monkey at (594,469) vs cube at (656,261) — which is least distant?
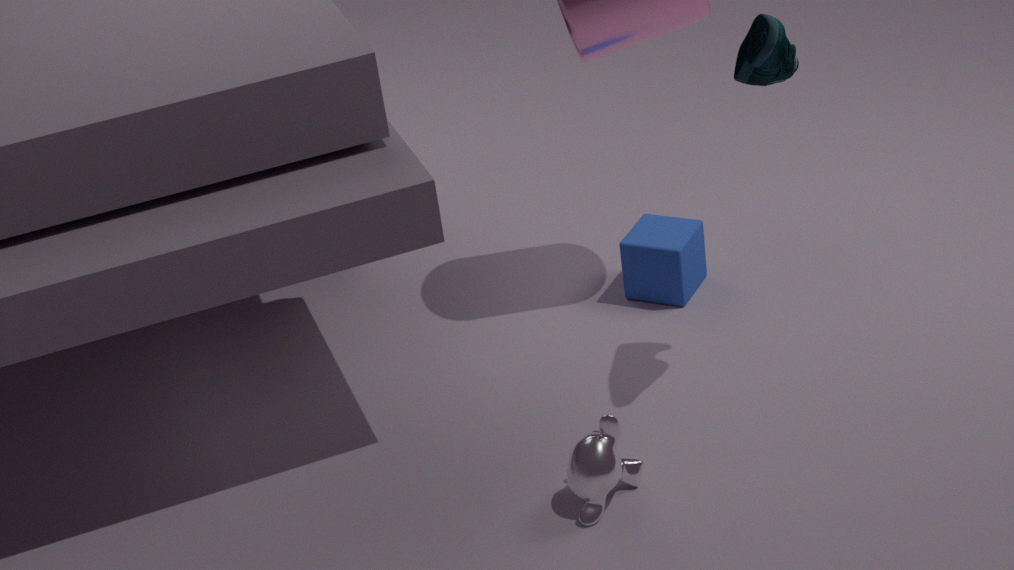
monkey at (594,469)
